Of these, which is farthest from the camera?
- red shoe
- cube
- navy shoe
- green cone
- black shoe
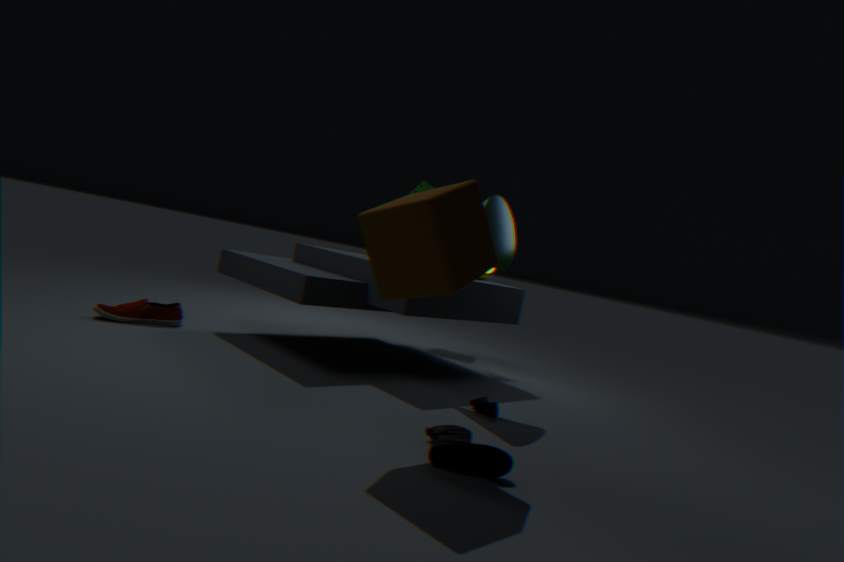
red shoe
